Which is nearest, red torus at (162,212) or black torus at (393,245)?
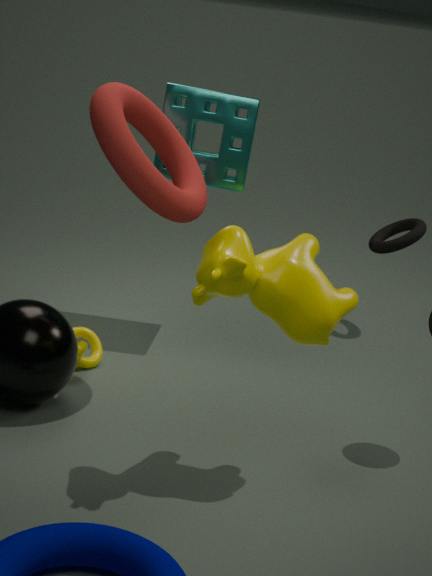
red torus at (162,212)
